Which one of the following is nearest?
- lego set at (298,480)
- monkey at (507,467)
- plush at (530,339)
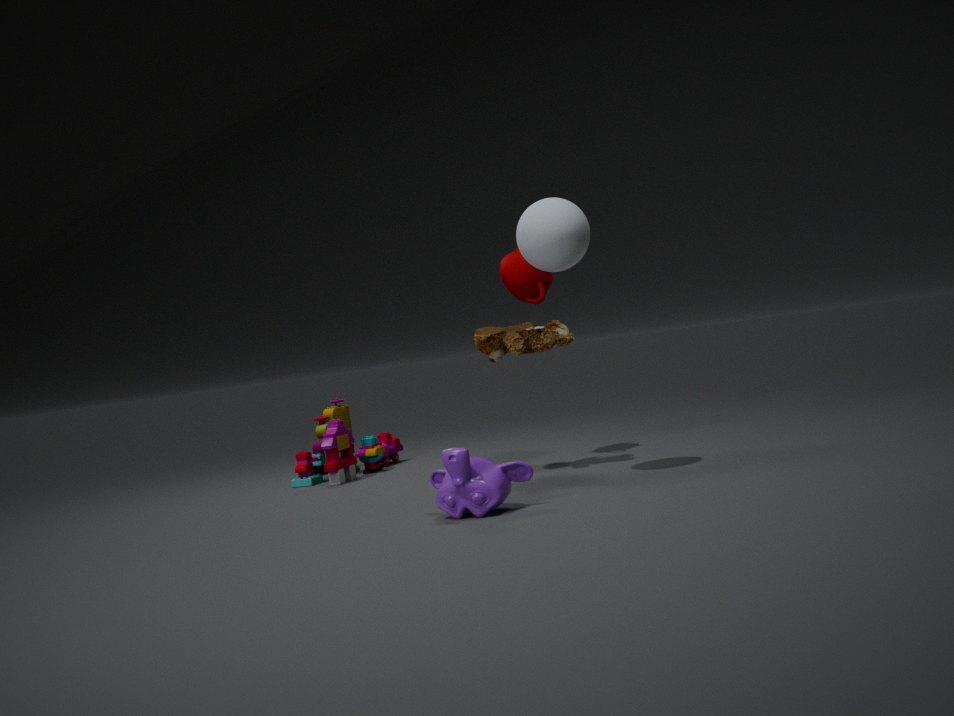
monkey at (507,467)
